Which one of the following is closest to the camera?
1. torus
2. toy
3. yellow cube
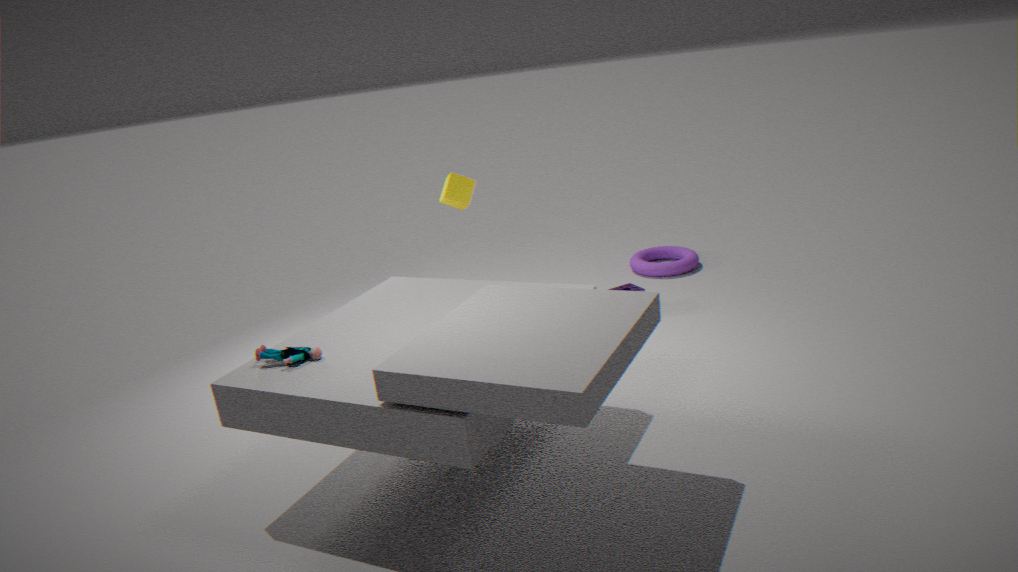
toy
